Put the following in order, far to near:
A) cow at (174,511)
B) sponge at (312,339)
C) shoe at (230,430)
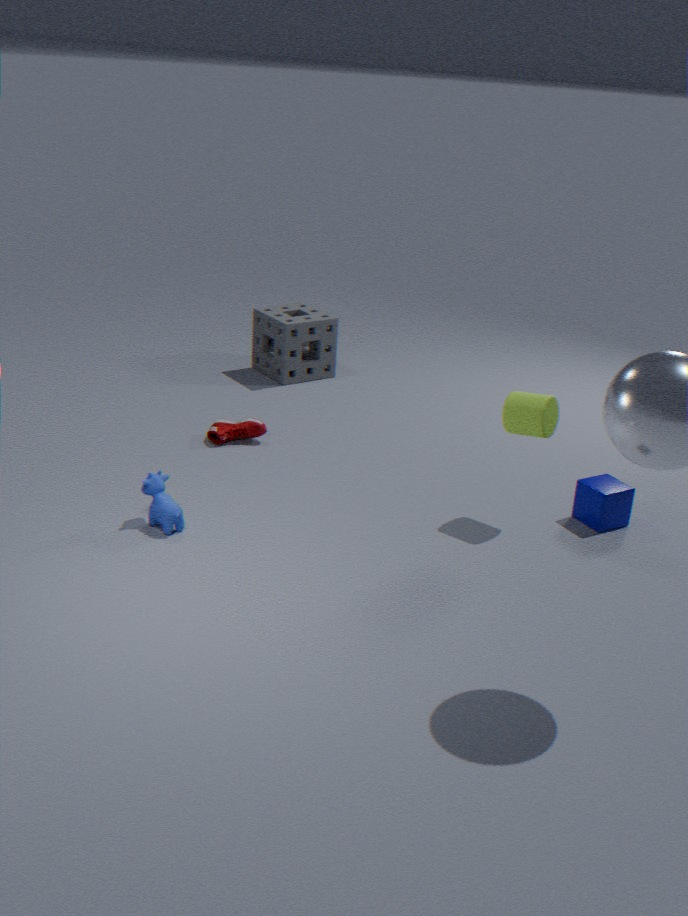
sponge at (312,339)
shoe at (230,430)
cow at (174,511)
